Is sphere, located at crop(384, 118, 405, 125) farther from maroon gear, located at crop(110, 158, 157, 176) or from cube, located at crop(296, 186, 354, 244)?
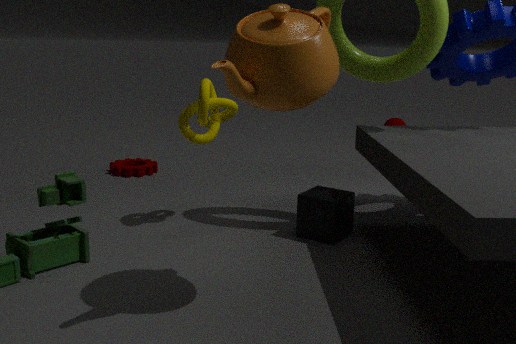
cube, located at crop(296, 186, 354, 244)
